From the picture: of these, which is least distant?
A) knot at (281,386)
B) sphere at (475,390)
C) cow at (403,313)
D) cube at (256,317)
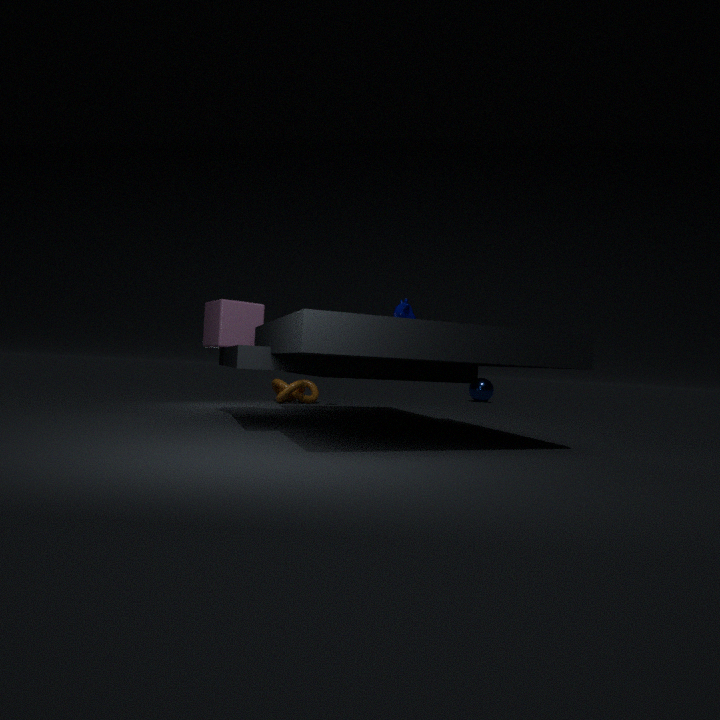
cube at (256,317)
